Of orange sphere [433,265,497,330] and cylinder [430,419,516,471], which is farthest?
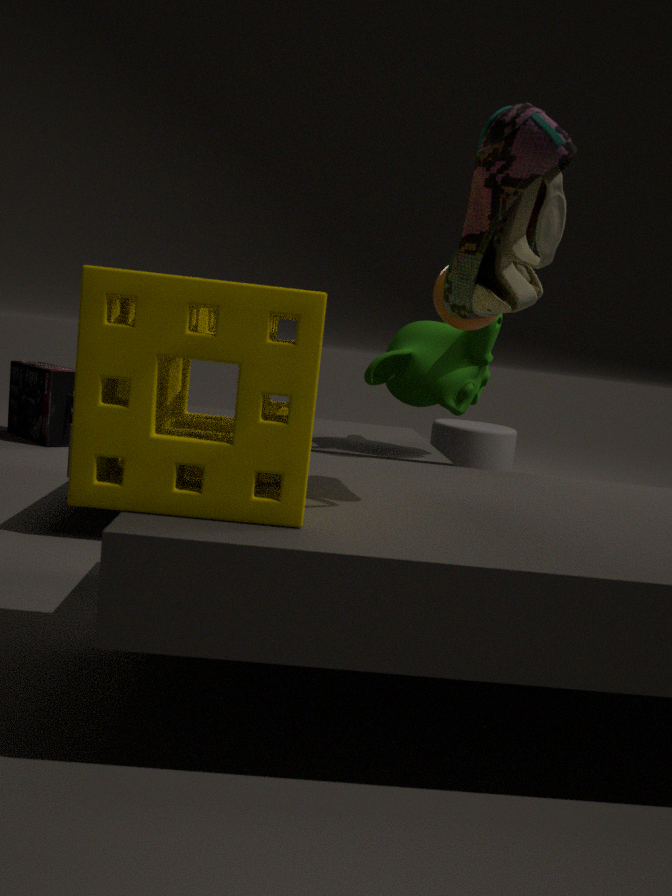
cylinder [430,419,516,471]
